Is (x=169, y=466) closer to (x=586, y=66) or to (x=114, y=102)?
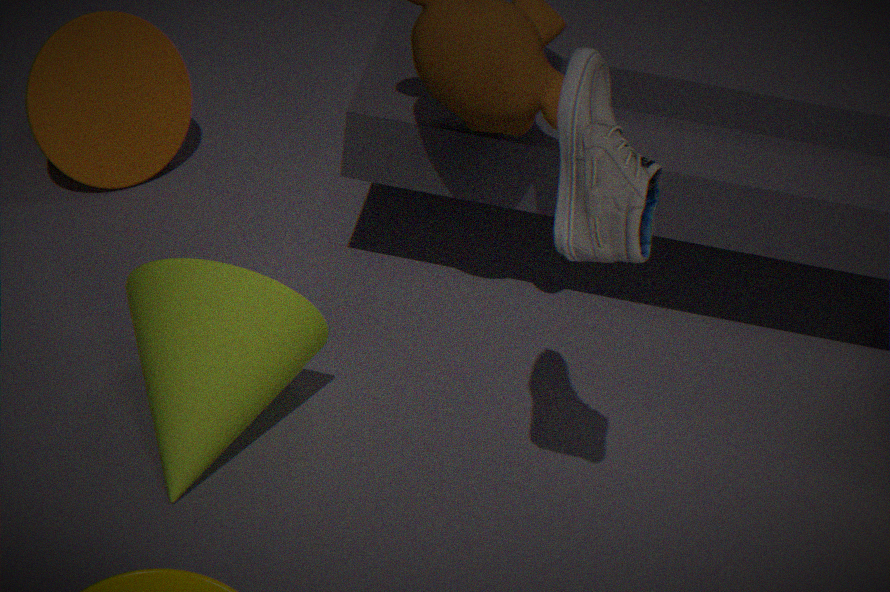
(x=586, y=66)
